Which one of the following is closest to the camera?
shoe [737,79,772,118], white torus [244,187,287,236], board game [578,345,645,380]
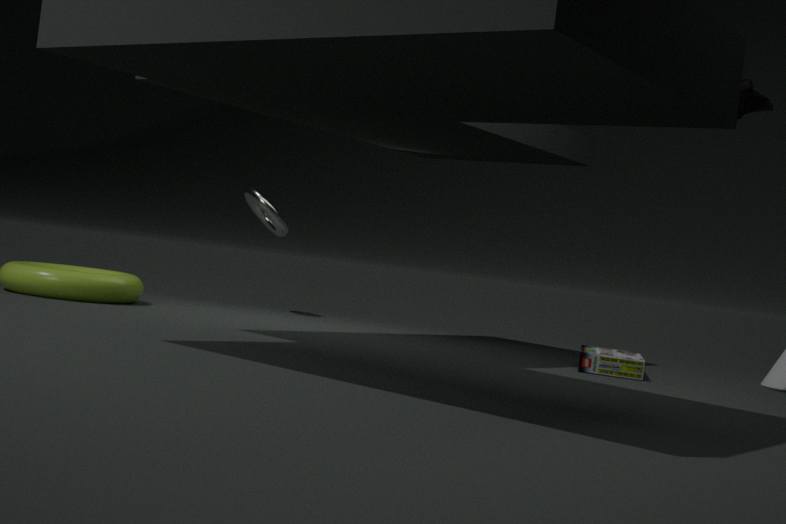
shoe [737,79,772,118]
